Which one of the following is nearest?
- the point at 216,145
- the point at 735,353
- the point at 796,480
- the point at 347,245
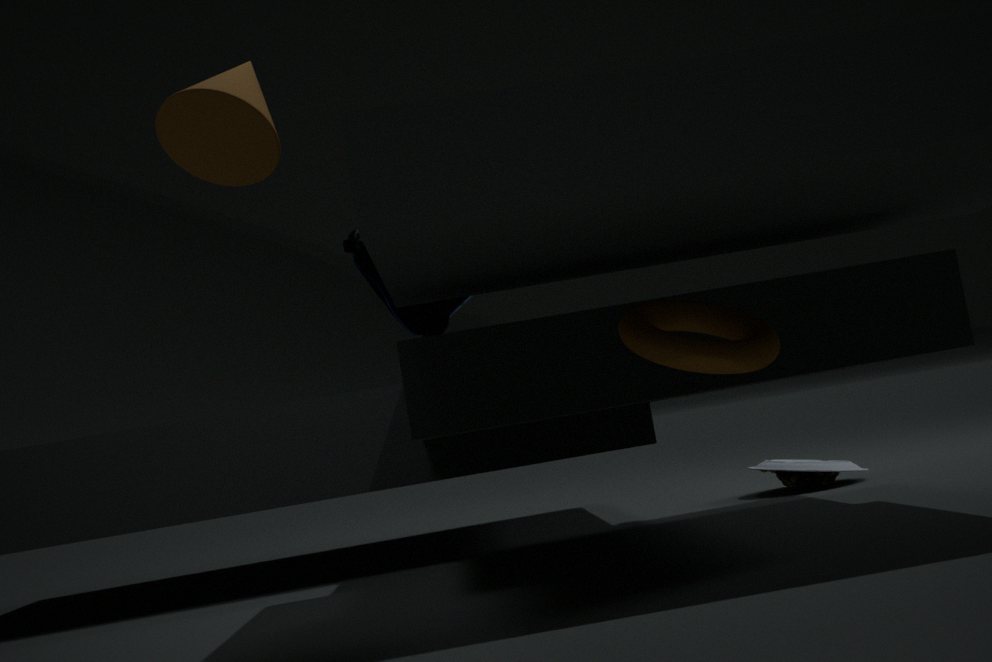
the point at 735,353
